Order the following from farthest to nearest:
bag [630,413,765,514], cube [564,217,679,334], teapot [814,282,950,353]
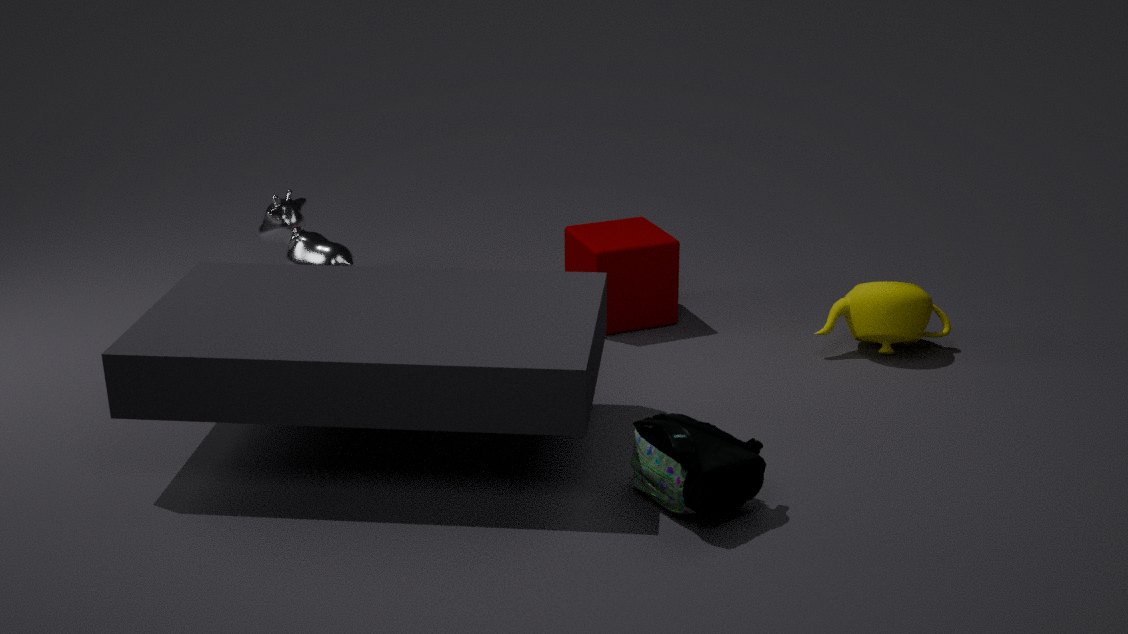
1. cube [564,217,679,334]
2. teapot [814,282,950,353]
3. bag [630,413,765,514]
